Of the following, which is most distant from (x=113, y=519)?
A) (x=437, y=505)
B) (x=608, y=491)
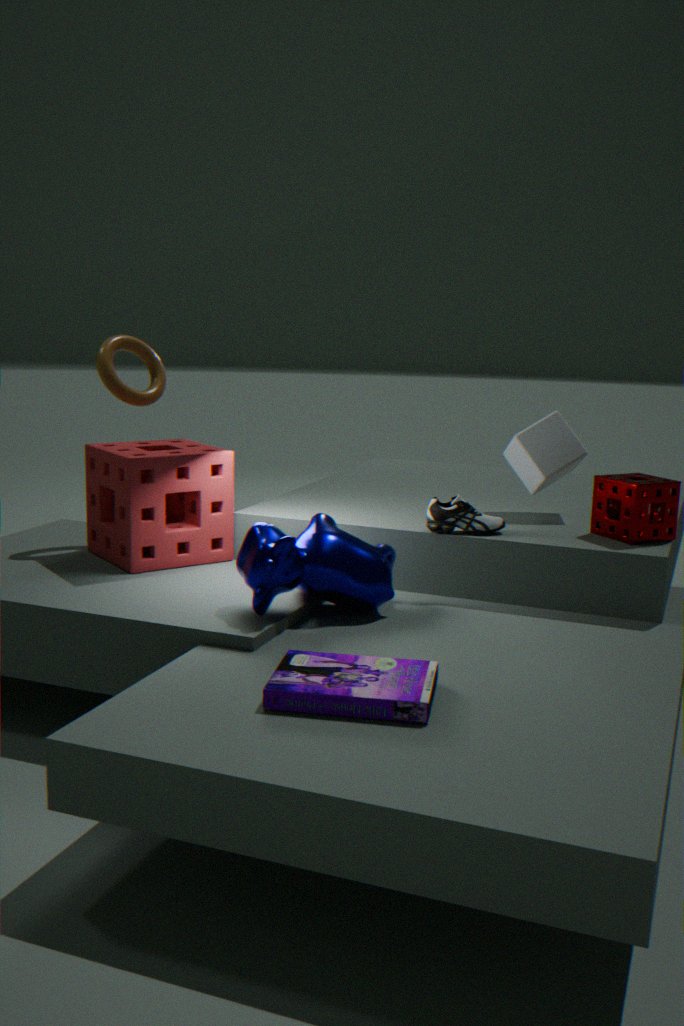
(x=608, y=491)
